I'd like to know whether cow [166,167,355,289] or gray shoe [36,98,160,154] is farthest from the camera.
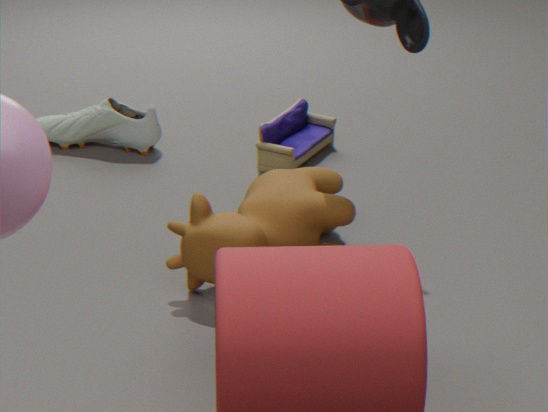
gray shoe [36,98,160,154]
